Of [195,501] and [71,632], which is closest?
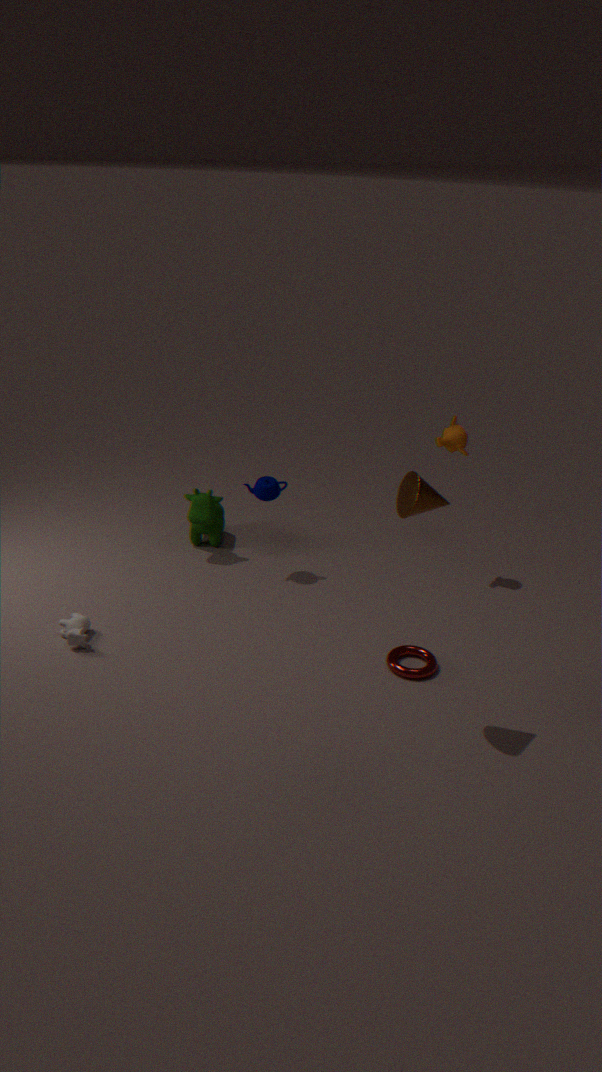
[71,632]
